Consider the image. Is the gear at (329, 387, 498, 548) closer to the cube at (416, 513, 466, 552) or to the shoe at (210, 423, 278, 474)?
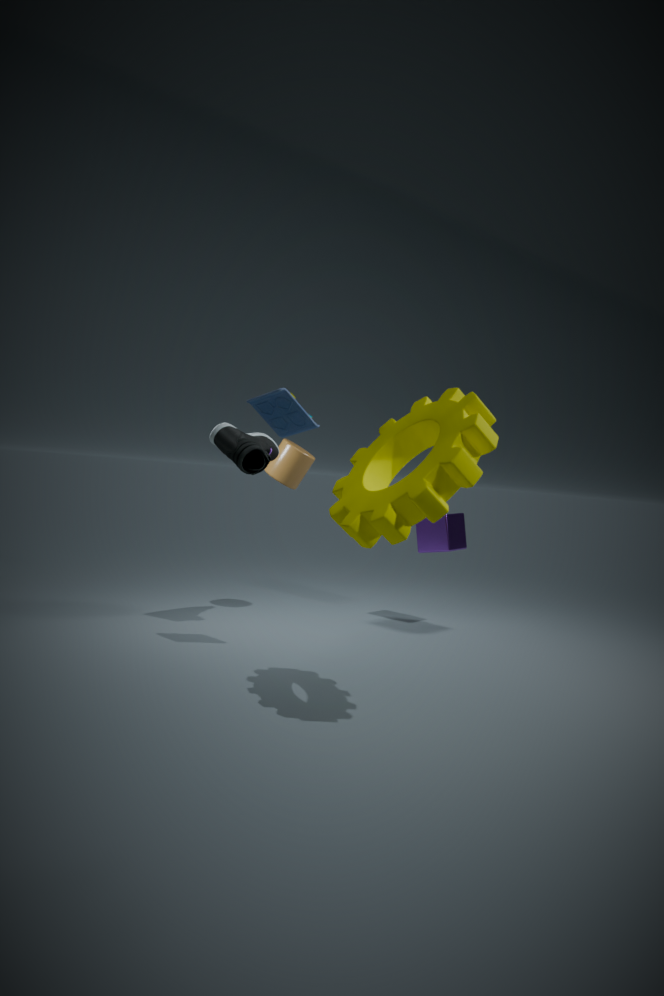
the shoe at (210, 423, 278, 474)
